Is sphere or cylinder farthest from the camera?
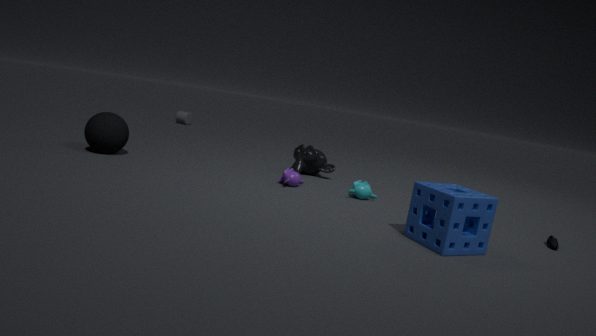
cylinder
